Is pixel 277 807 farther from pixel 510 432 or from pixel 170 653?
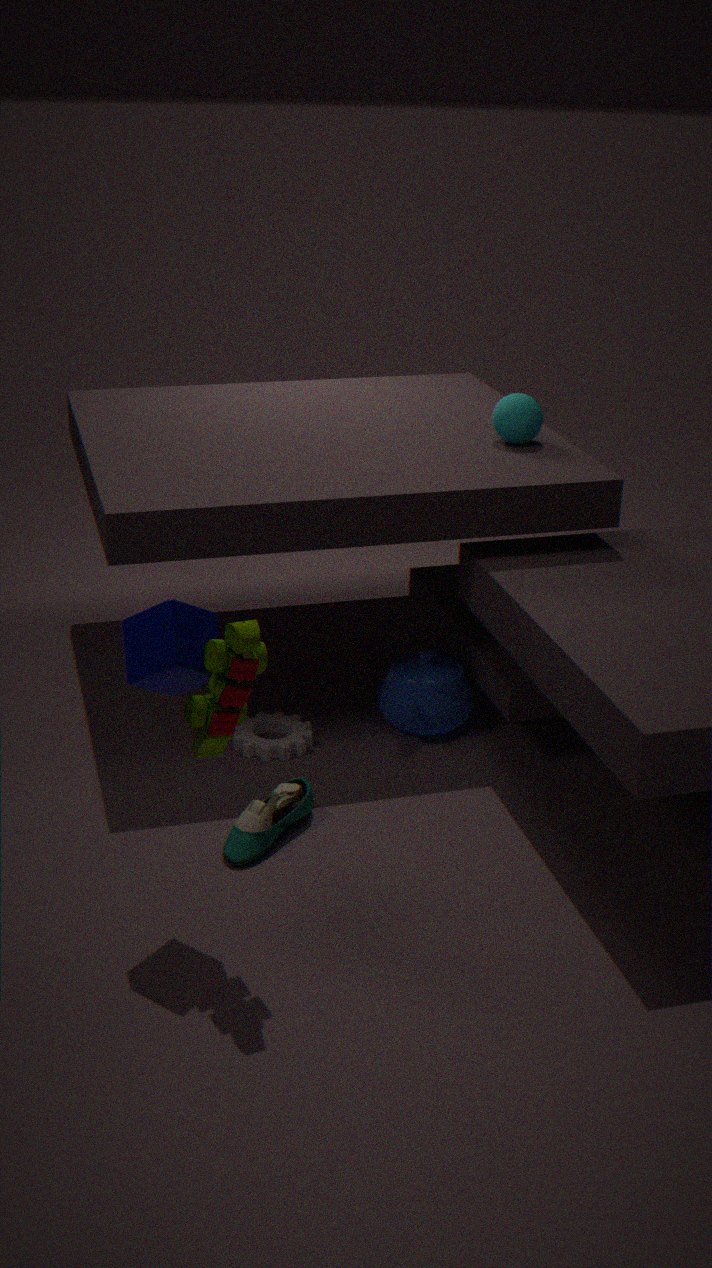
pixel 510 432
